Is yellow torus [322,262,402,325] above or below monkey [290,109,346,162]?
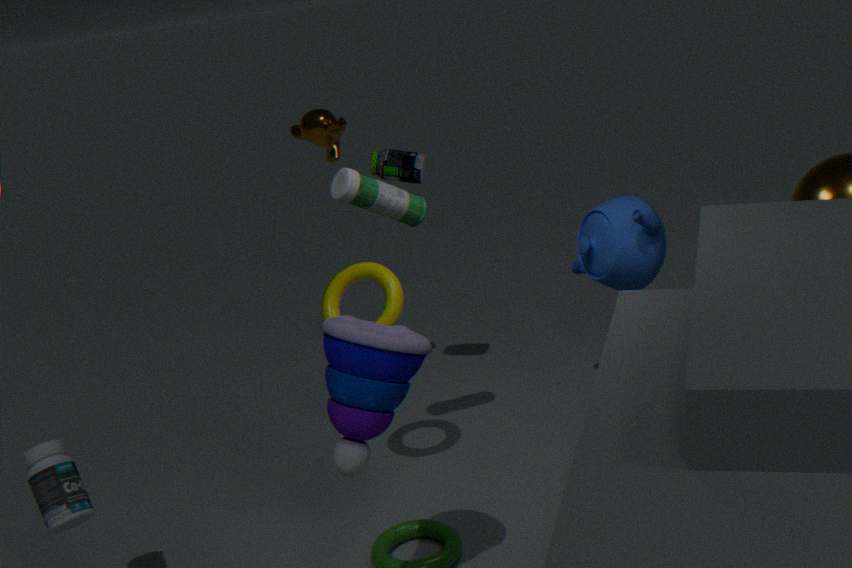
below
